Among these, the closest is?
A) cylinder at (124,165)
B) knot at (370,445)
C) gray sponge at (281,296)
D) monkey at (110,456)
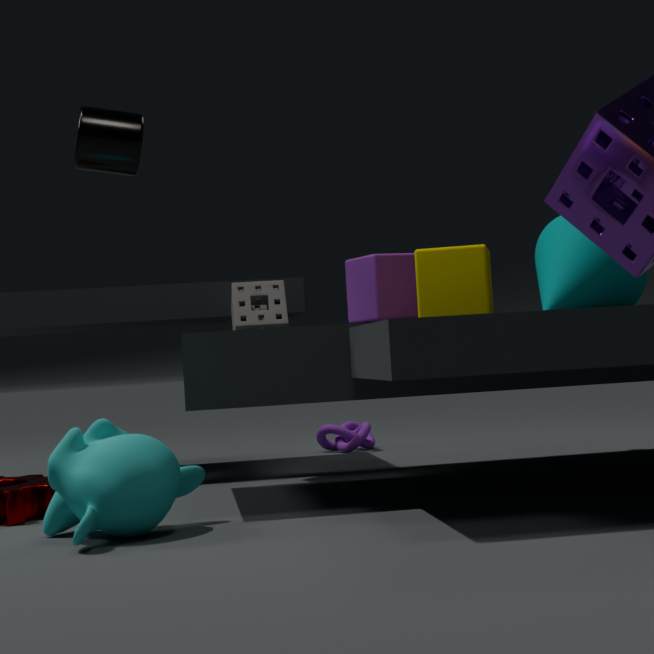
monkey at (110,456)
